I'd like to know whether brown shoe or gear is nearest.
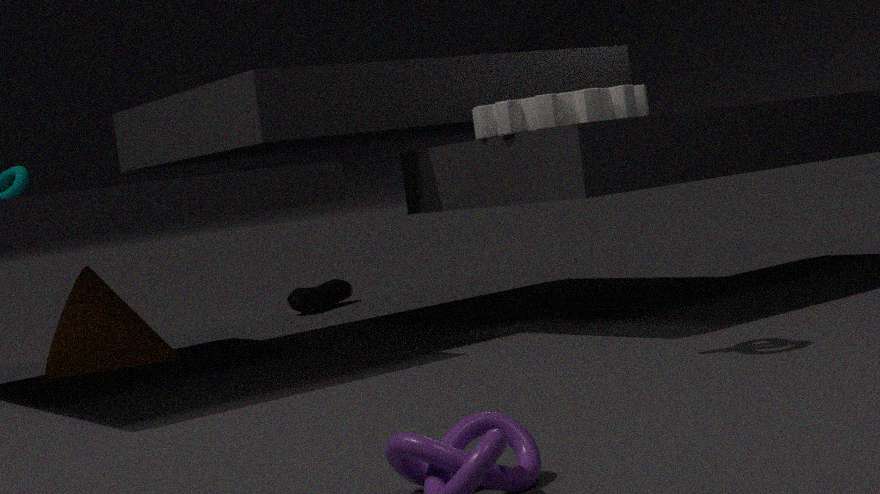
gear
